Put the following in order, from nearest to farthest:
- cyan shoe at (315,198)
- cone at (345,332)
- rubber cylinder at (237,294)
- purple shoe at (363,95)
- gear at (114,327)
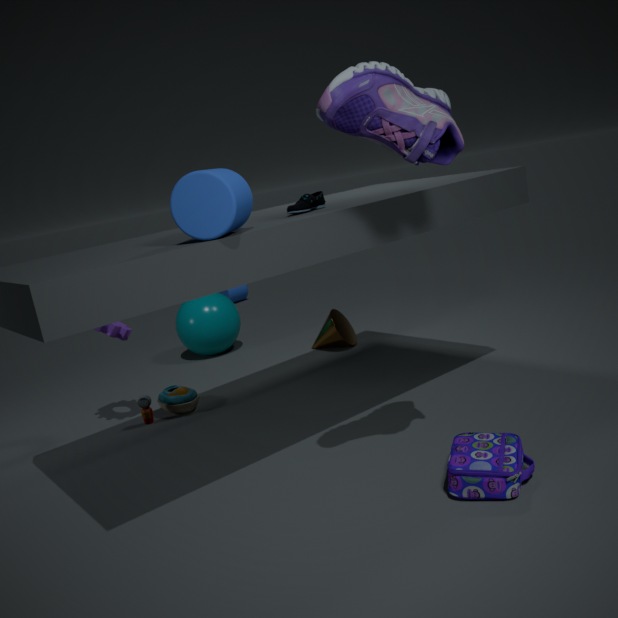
purple shoe at (363,95) < cyan shoe at (315,198) < gear at (114,327) < cone at (345,332) < rubber cylinder at (237,294)
